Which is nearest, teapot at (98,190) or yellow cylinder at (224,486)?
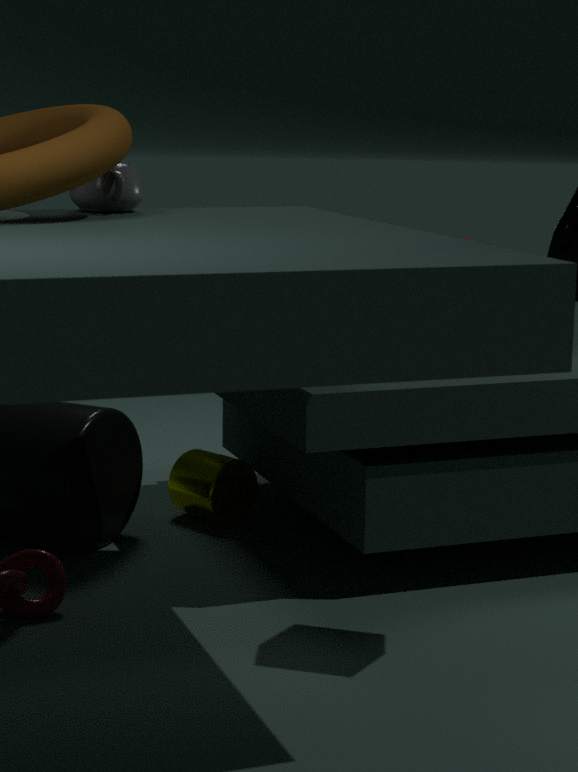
teapot at (98,190)
